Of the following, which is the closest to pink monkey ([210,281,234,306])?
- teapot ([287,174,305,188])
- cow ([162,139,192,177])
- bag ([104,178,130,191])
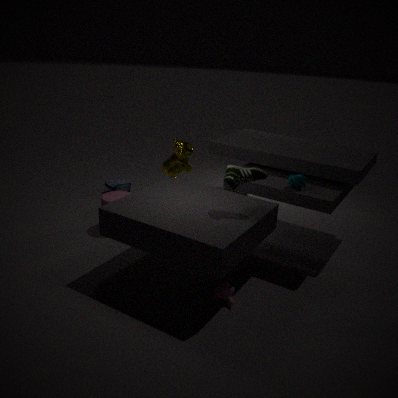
teapot ([287,174,305,188])
